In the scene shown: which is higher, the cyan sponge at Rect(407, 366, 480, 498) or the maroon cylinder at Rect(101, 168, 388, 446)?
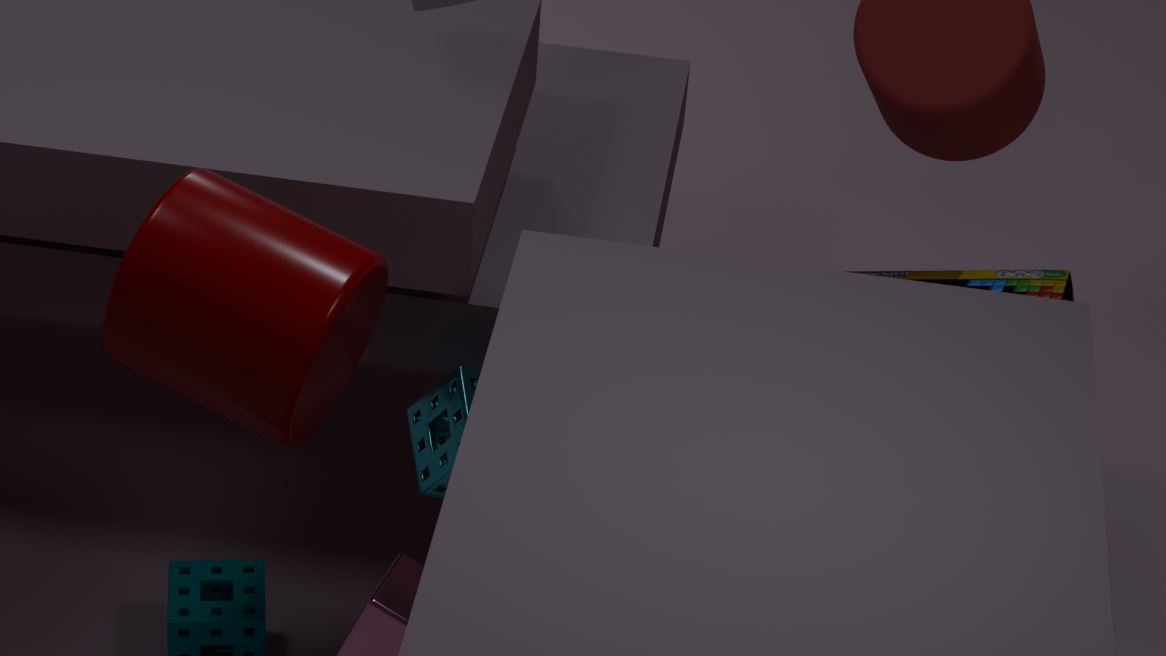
the maroon cylinder at Rect(101, 168, 388, 446)
